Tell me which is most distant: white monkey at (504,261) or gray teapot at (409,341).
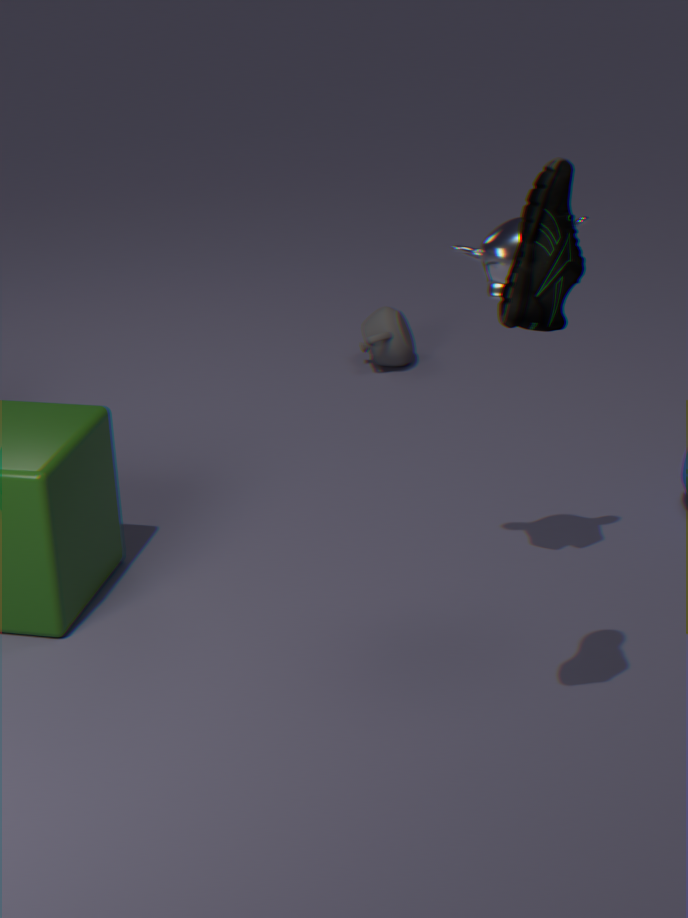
gray teapot at (409,341)
